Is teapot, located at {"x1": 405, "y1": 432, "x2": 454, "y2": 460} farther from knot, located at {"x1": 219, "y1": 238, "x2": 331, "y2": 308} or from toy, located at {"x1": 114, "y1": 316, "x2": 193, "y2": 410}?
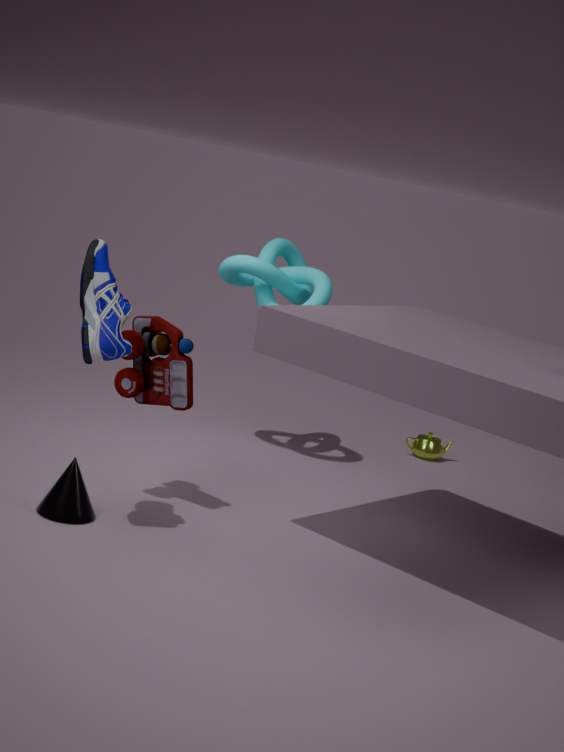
toy, located at {"x1": 114, "y1": 316, "x2": 193, "y2": 410}
